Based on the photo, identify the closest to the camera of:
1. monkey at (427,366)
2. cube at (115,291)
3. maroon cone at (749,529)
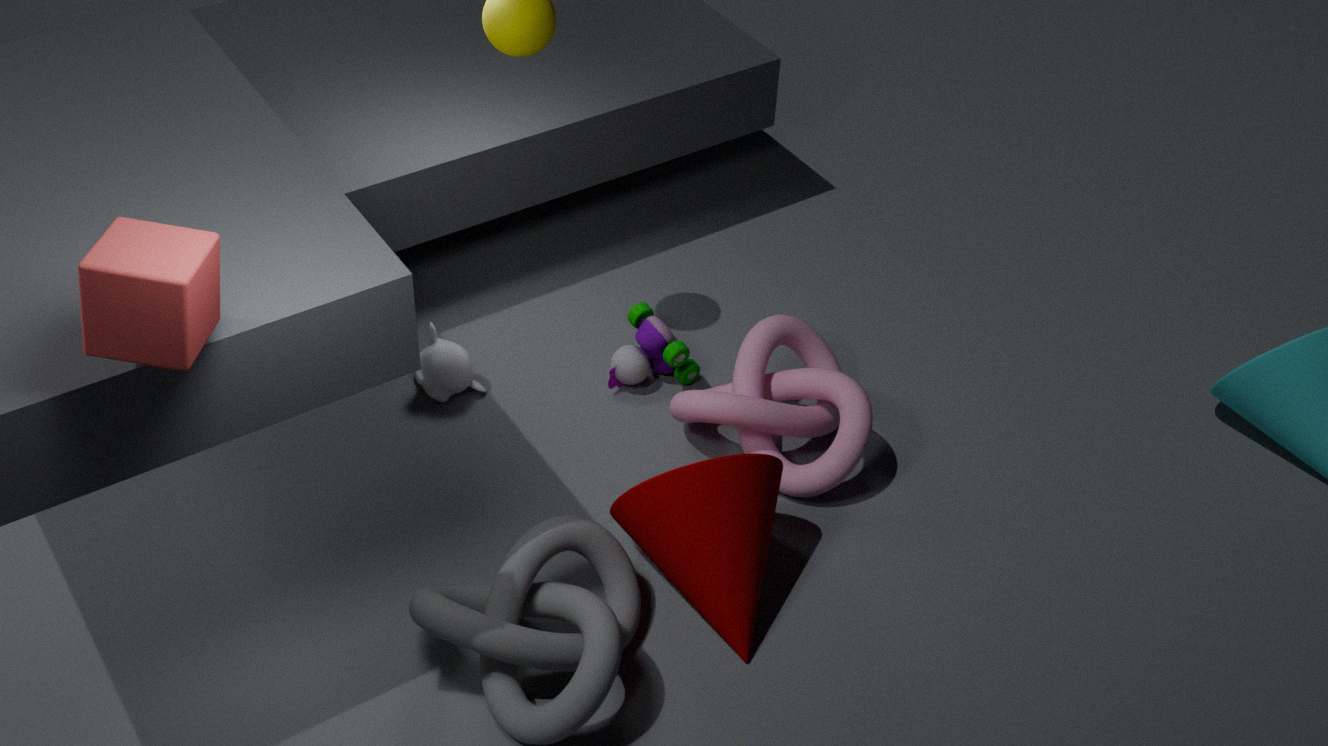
cube at (115,291)
